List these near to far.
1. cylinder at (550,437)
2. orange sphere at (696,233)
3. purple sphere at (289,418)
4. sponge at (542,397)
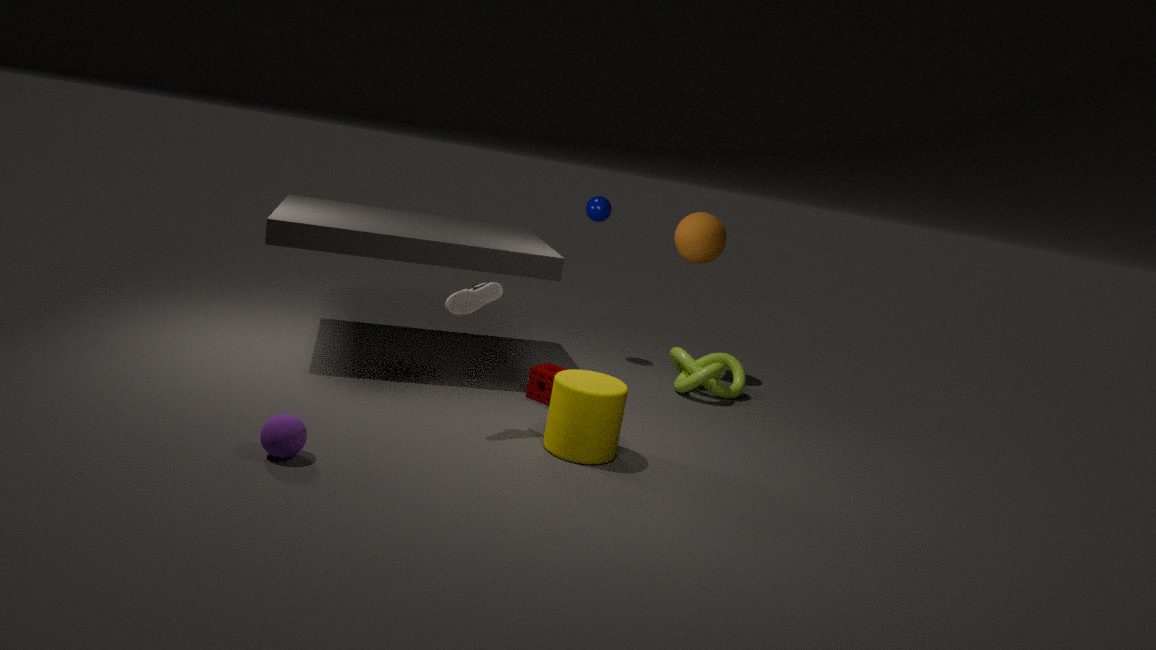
purple sphere at (289,418) → cylinder at (550,437) → sponge at (542,397) → orange sphere at (696,233)
